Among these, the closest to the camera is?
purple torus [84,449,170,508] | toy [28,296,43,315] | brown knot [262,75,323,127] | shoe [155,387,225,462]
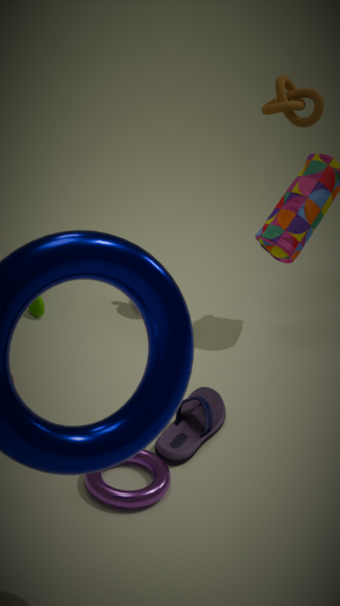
purple torus [84,449,170,508]
